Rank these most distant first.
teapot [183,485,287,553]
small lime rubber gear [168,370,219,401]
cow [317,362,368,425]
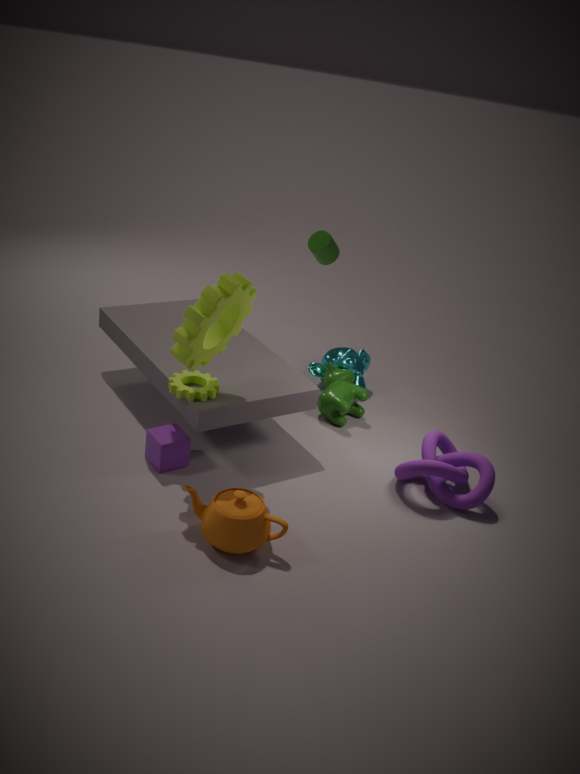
1. cow [317,362,368,425]
2. small lime rubber gear [168,370,219,401]
3. teapot [183,485,287,553]
